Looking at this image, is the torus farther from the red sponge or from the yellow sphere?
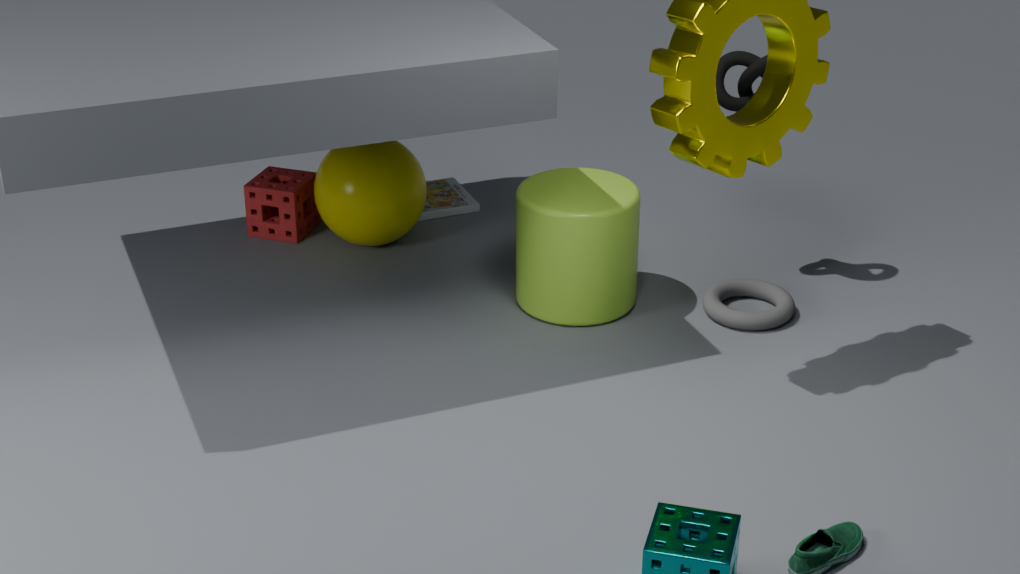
the red sponge
